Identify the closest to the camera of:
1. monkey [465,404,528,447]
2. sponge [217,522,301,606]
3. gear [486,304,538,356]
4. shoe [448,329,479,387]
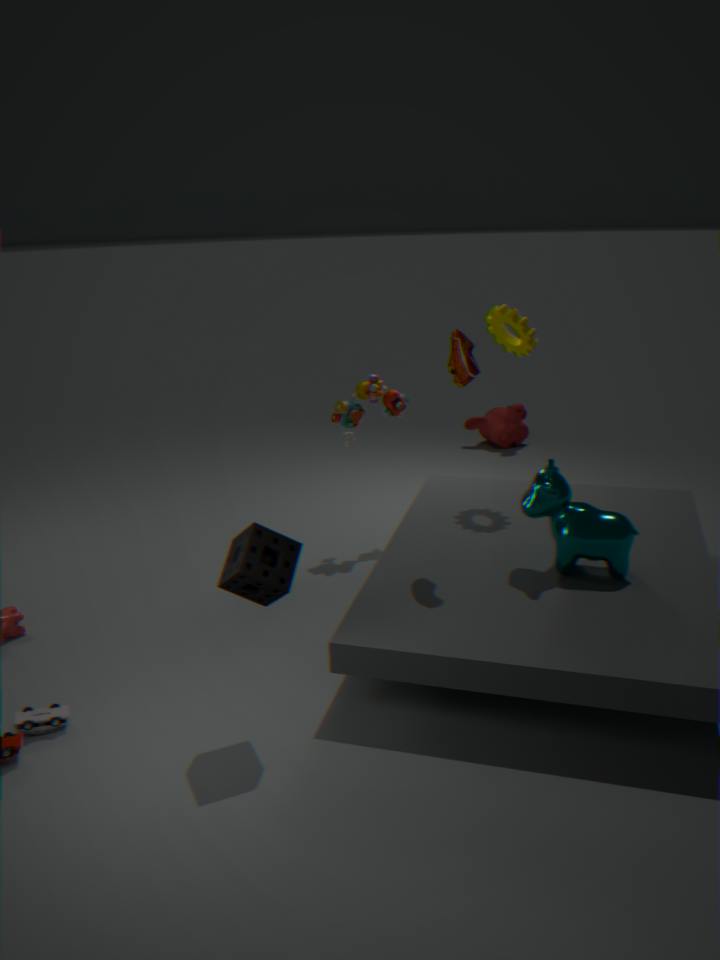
sponge [217,522,301,606]
